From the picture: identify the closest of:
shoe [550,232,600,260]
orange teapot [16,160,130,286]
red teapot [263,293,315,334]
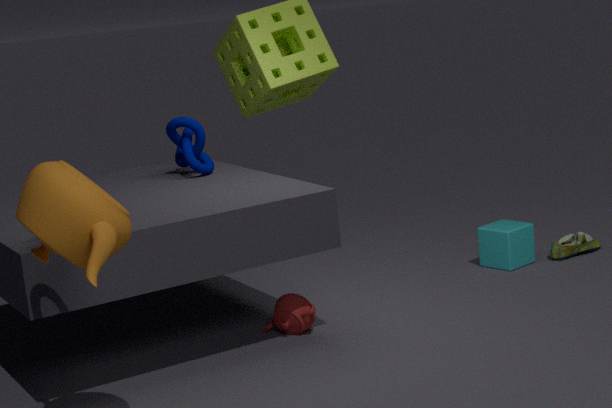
orange teapot [16,160,130,286]
